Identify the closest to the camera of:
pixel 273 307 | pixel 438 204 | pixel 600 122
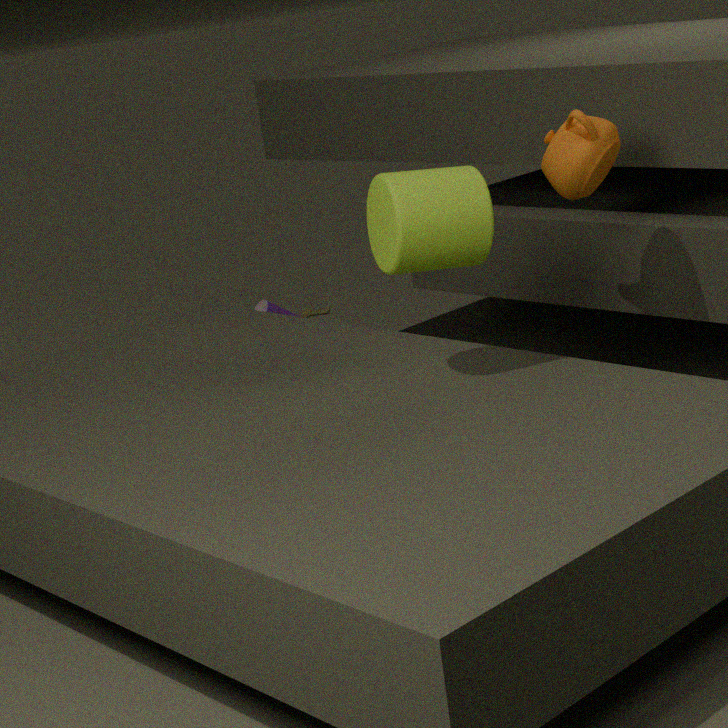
pixel 438 204
